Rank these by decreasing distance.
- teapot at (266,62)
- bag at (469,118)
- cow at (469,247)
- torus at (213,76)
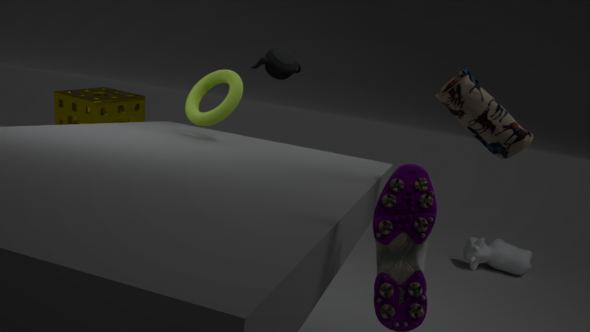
cow at (469,247)
teapot at (266,62)
torus at (213,76)
bag at (469,118)
